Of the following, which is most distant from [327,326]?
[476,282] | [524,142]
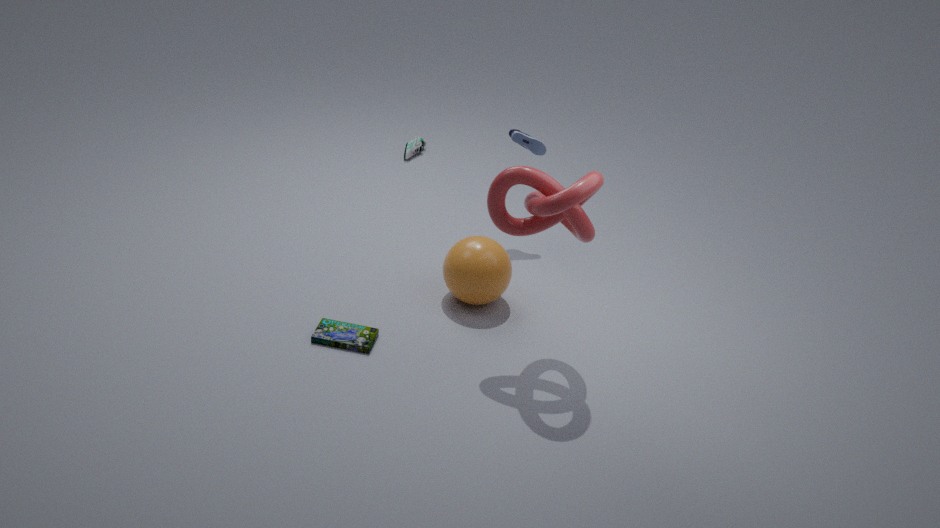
[524,142]
